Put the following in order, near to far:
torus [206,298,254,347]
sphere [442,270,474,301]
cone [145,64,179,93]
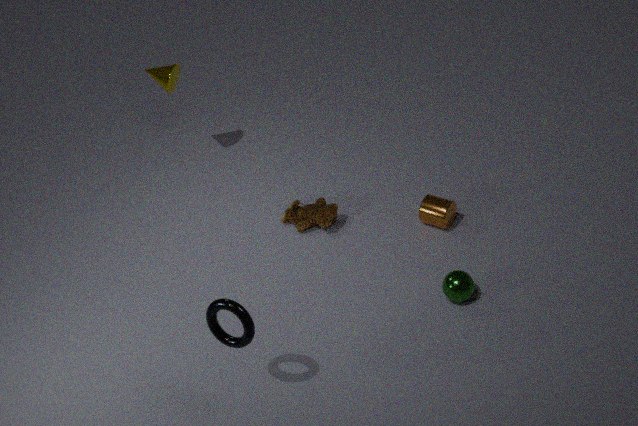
torus [206,298,254,347] → sphere [442,270,474,301] → cone [145,64,179,93]
